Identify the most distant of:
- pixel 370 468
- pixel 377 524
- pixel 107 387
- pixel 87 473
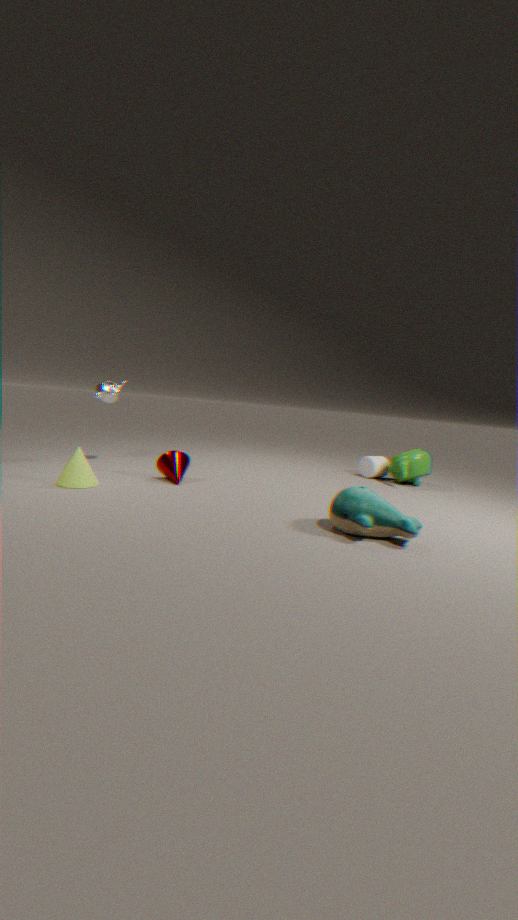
pixel 370 468
